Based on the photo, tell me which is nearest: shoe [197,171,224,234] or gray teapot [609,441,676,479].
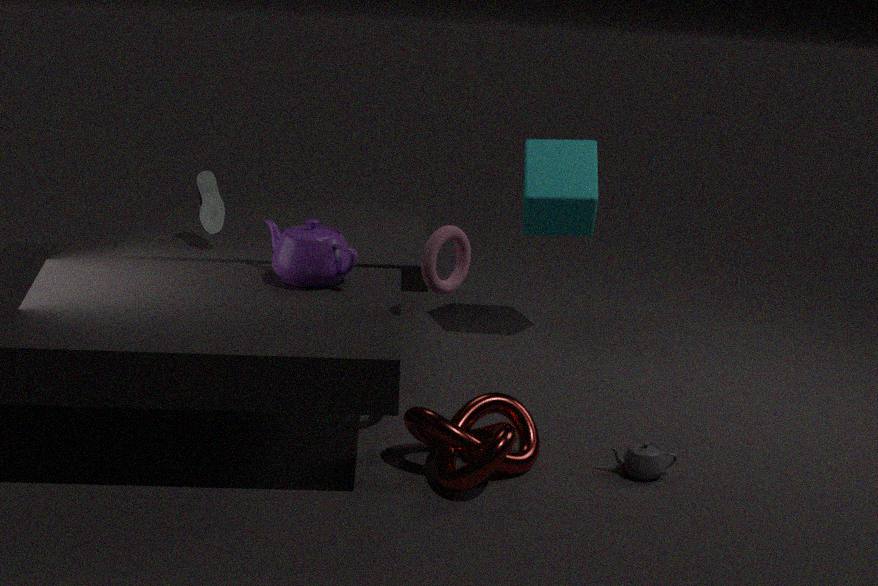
gray teapot [609,441,676,479]
